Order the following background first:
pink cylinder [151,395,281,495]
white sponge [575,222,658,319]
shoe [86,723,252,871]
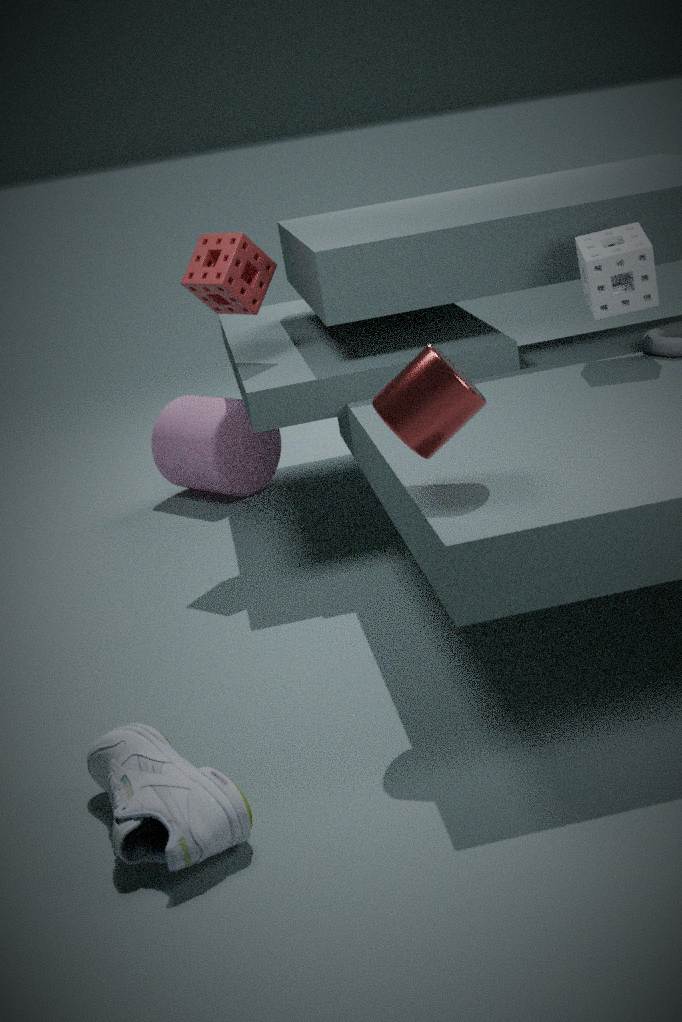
1. pink cylinder [151,395,281,495]
2. white sponge [575,222,658,319]
3. shoe [86,723,252,871]
